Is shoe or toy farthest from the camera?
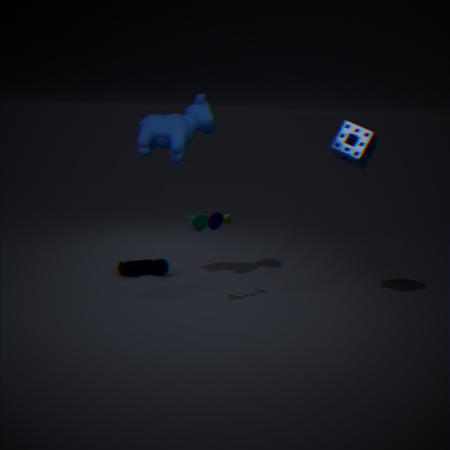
shoe
